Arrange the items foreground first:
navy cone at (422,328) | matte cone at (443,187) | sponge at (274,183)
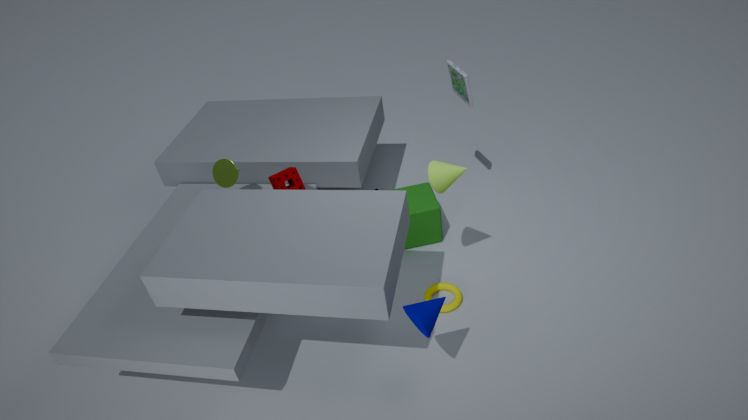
1. navy cone at (422,328)
2. matte cone at (443,187)
3. sponge at (274,183)
